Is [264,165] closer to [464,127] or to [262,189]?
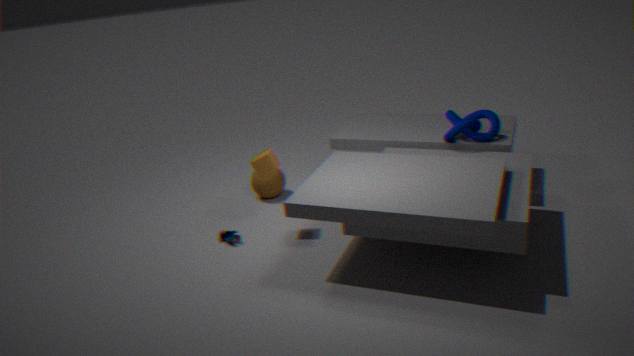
[262,189]
